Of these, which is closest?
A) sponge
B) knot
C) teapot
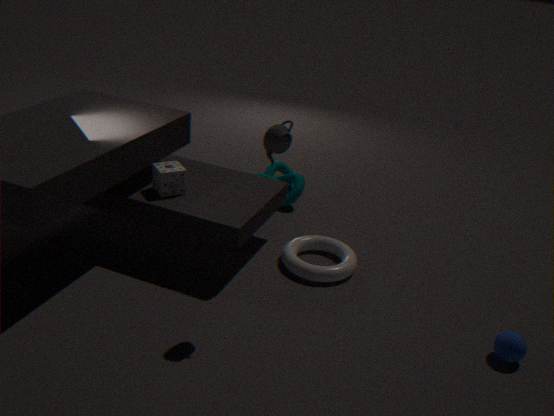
teapot
